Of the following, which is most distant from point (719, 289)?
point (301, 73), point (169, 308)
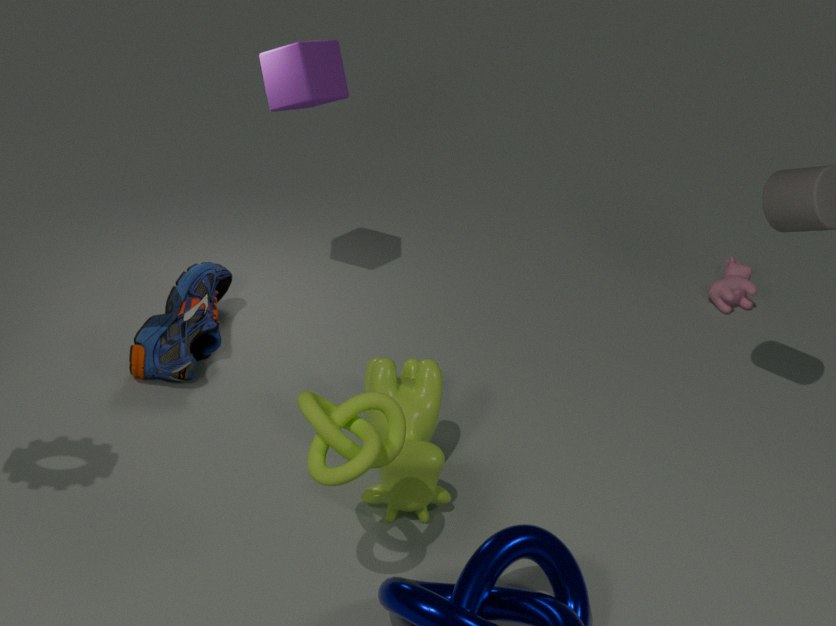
point (169, 308)
